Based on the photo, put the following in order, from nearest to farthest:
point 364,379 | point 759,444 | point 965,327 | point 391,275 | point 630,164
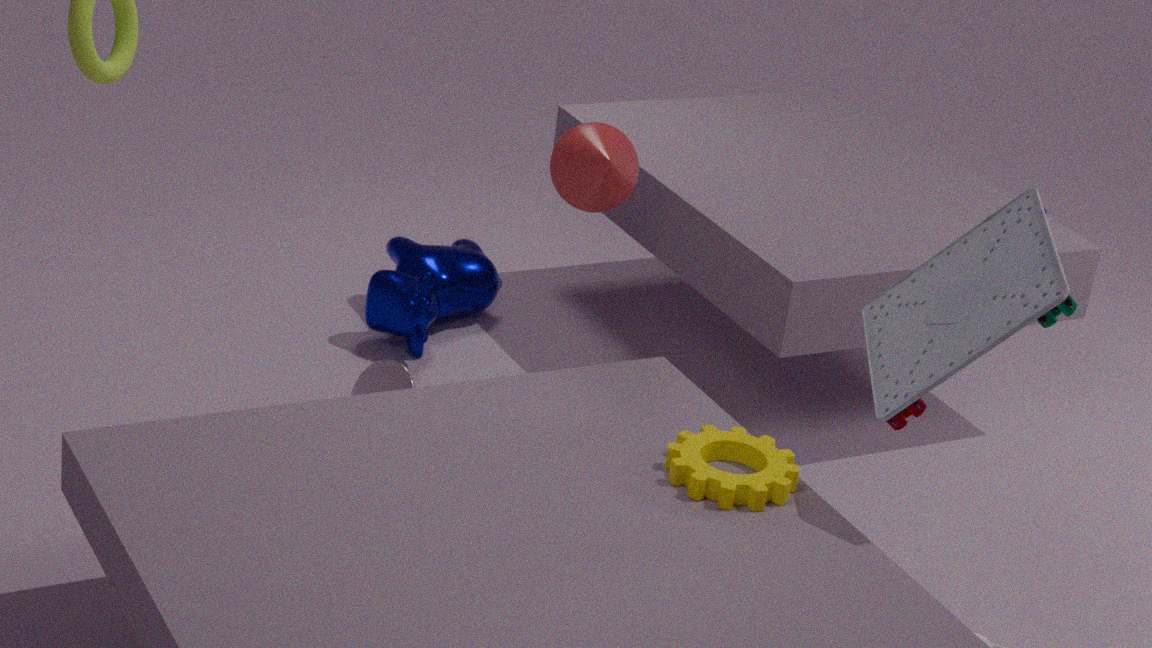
point 965,327, point 759,444, point 630,164, point 364,379, point 391,275
